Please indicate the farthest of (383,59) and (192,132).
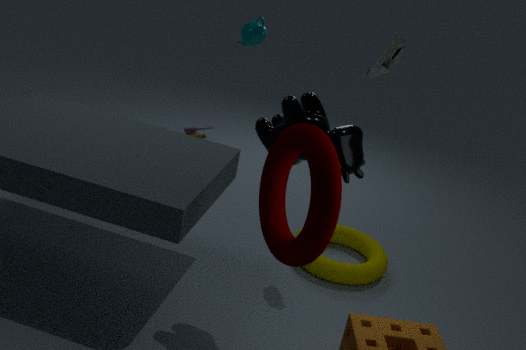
(192,132)
